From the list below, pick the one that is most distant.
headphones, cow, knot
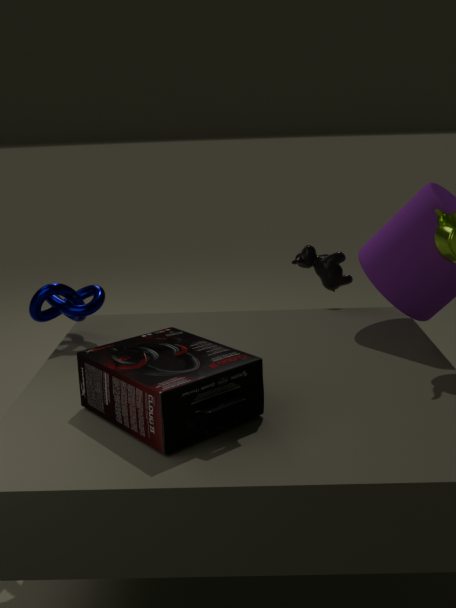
cow
